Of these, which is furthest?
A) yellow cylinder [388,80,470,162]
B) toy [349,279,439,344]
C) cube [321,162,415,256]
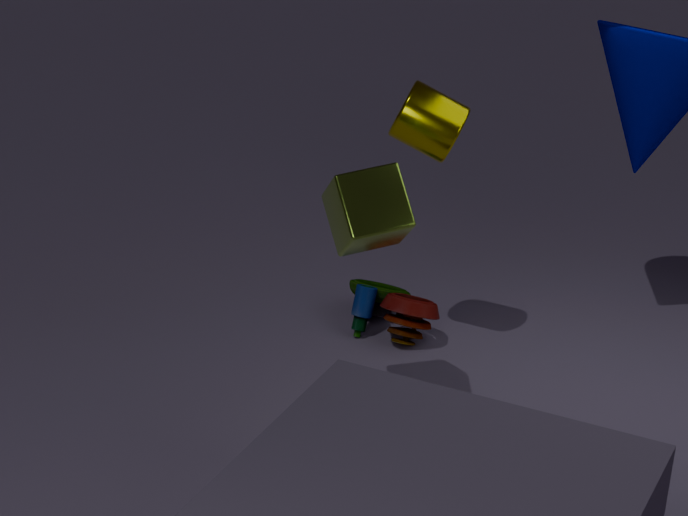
toy [349,279,439,344]
